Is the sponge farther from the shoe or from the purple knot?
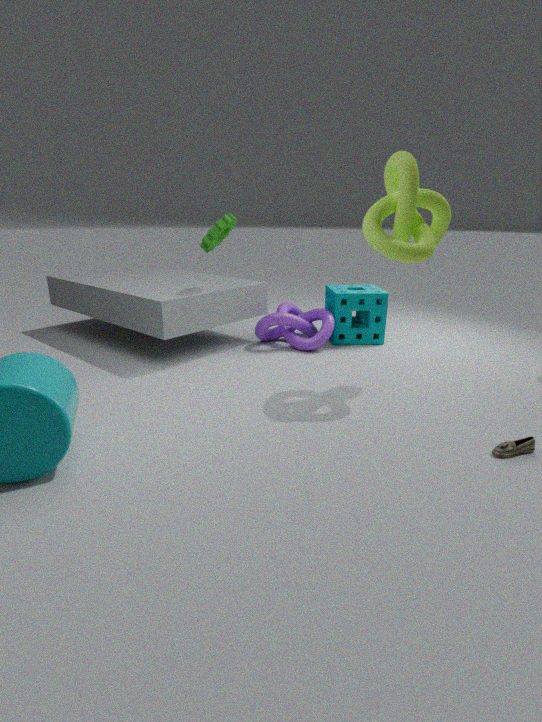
the shoe
